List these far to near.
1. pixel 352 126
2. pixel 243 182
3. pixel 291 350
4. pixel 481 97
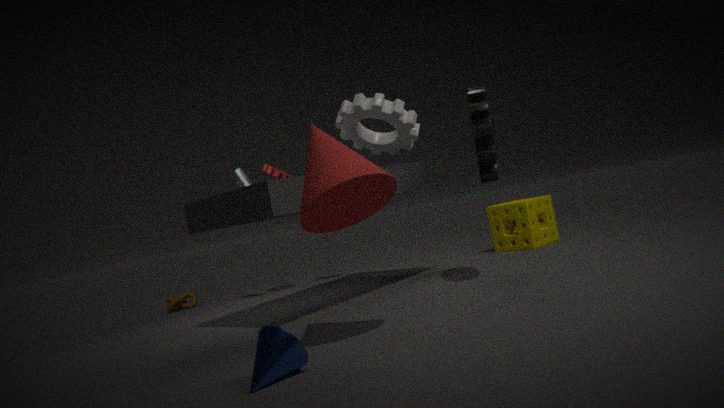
pixel 243 182
pixel 352 126
pixel 481 97
pixel 291 350
